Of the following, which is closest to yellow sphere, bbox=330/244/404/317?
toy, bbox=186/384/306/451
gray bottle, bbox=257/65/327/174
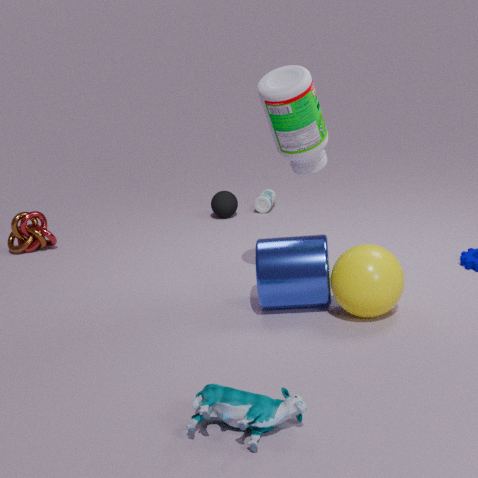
gray bottle, bbox=257/65/327/174
